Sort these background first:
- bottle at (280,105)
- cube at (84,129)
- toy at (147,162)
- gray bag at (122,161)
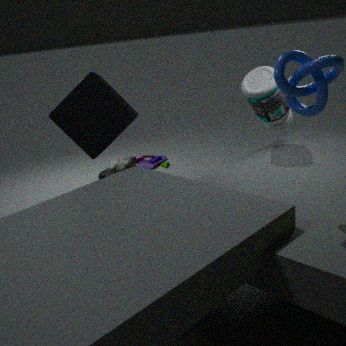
1. toy at (147,162)
2. gray bag at (122,161)
3. bottle at (280,105)
4. cube at (84,129)
